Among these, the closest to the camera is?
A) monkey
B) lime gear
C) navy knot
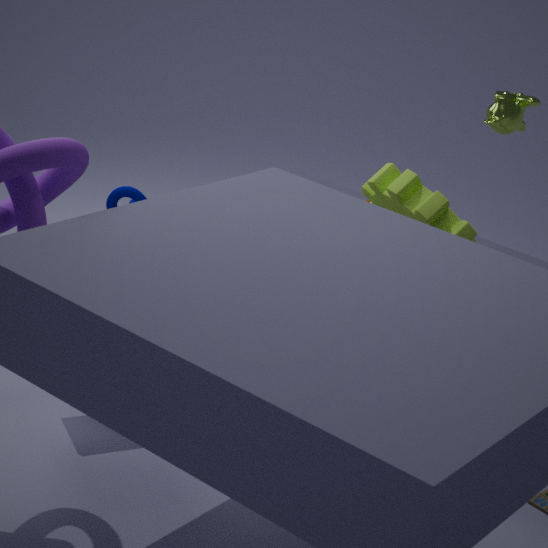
lime gear
